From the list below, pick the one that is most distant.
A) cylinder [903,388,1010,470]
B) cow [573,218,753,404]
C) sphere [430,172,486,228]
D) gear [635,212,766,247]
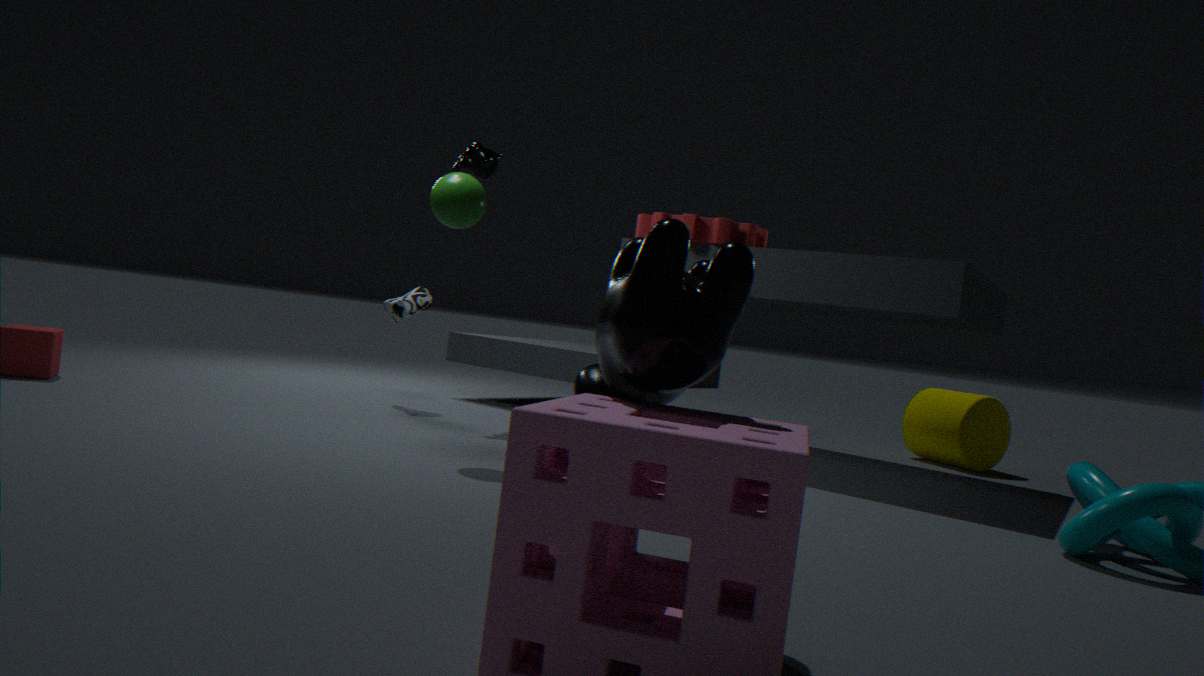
cylinder [903,388,1010,470]
